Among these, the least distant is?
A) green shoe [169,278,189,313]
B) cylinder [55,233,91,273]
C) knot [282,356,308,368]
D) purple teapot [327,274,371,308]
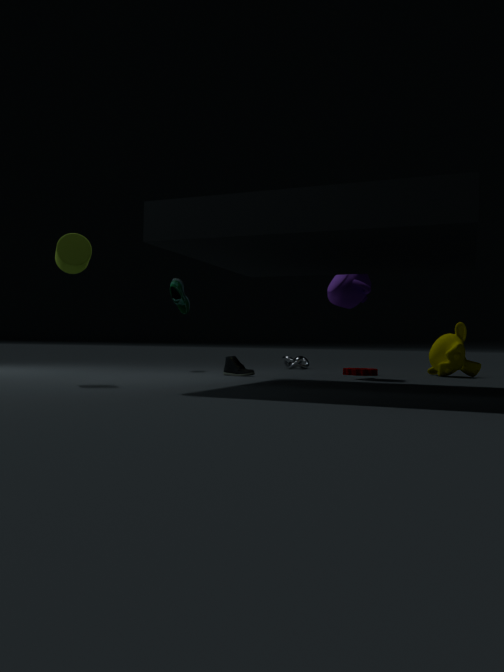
cylinder [55,233,91,273]
